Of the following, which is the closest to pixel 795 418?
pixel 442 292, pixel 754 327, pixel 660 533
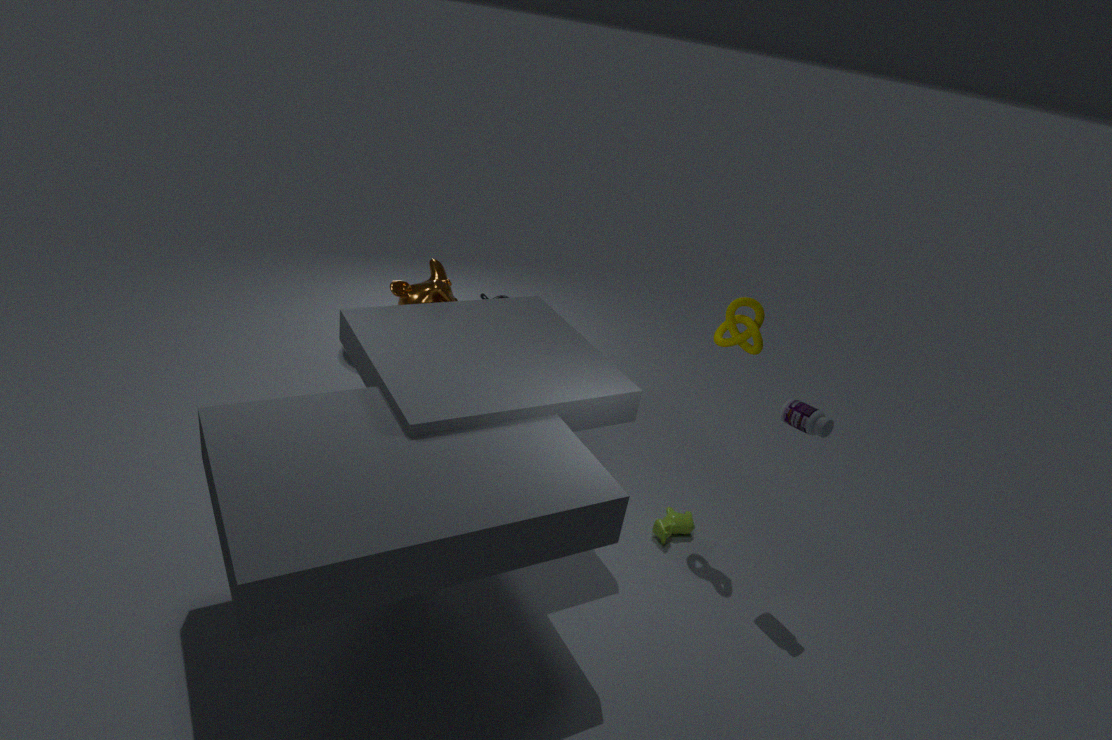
pixel 754 327
